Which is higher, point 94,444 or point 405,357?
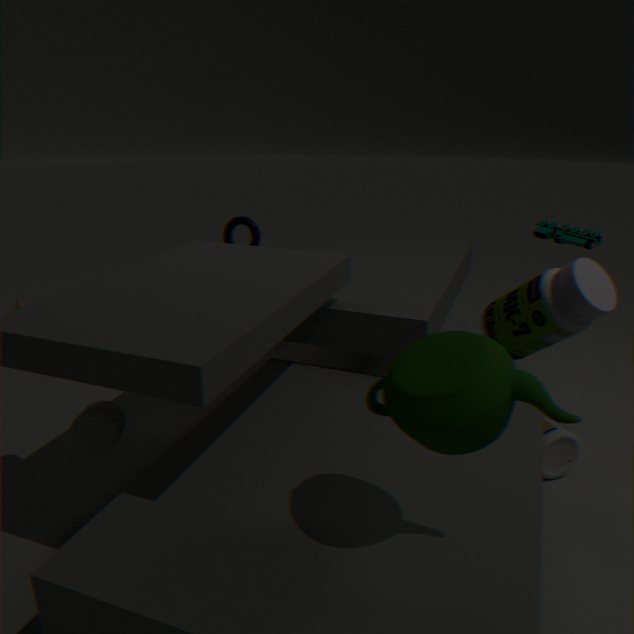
point 405,357
